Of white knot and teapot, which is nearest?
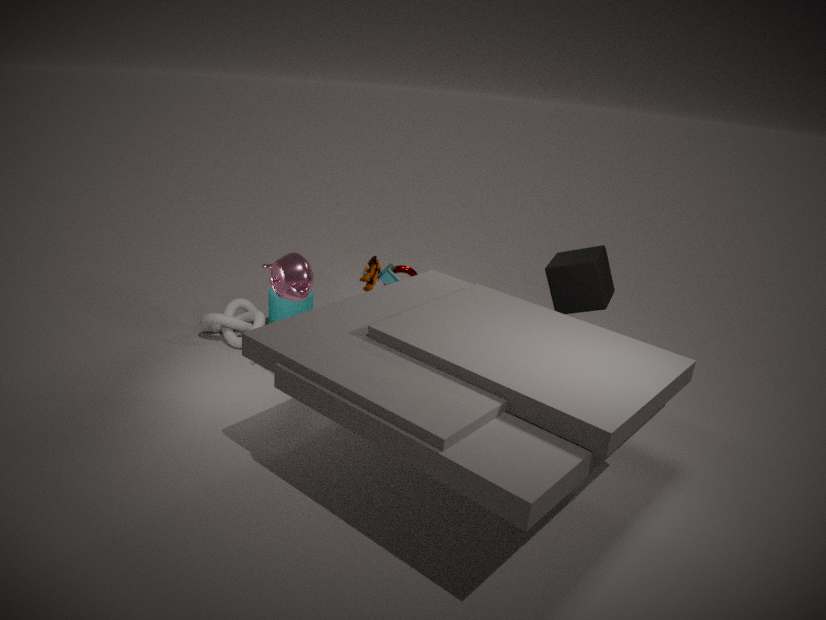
teapot
